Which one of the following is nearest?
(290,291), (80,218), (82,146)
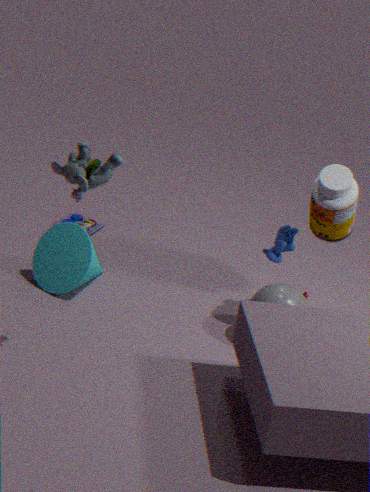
(82,146)
